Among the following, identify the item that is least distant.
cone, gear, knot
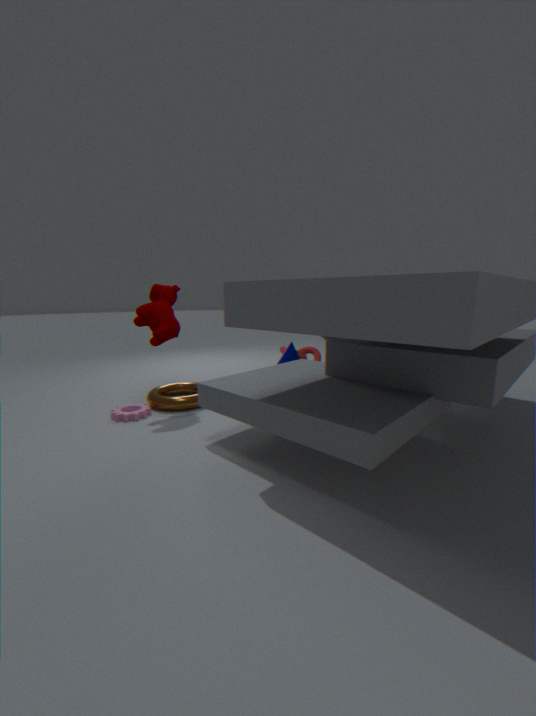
gear
